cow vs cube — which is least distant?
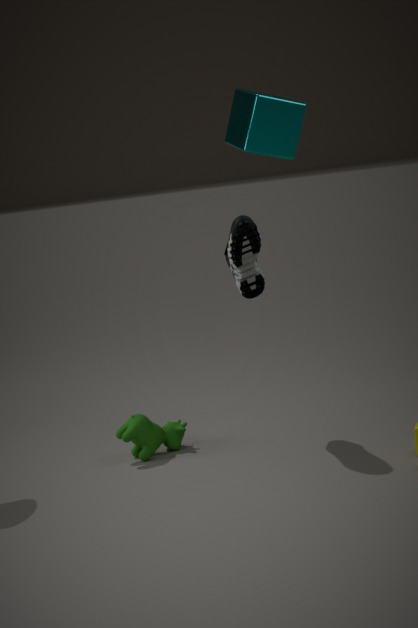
cube
